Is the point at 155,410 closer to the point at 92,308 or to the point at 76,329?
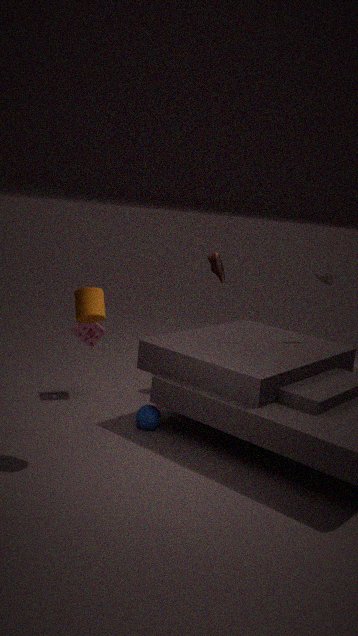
the point at 76,329
